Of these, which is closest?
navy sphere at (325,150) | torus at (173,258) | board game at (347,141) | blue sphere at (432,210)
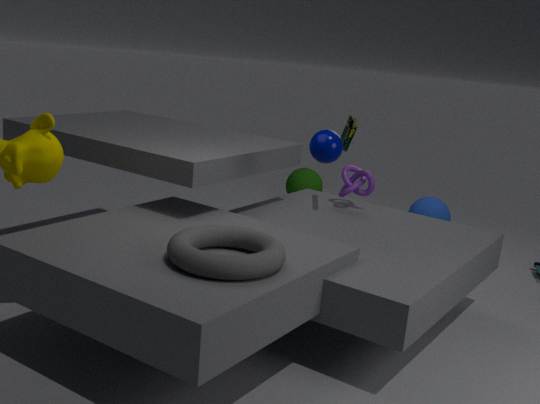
torus at (173,258)
